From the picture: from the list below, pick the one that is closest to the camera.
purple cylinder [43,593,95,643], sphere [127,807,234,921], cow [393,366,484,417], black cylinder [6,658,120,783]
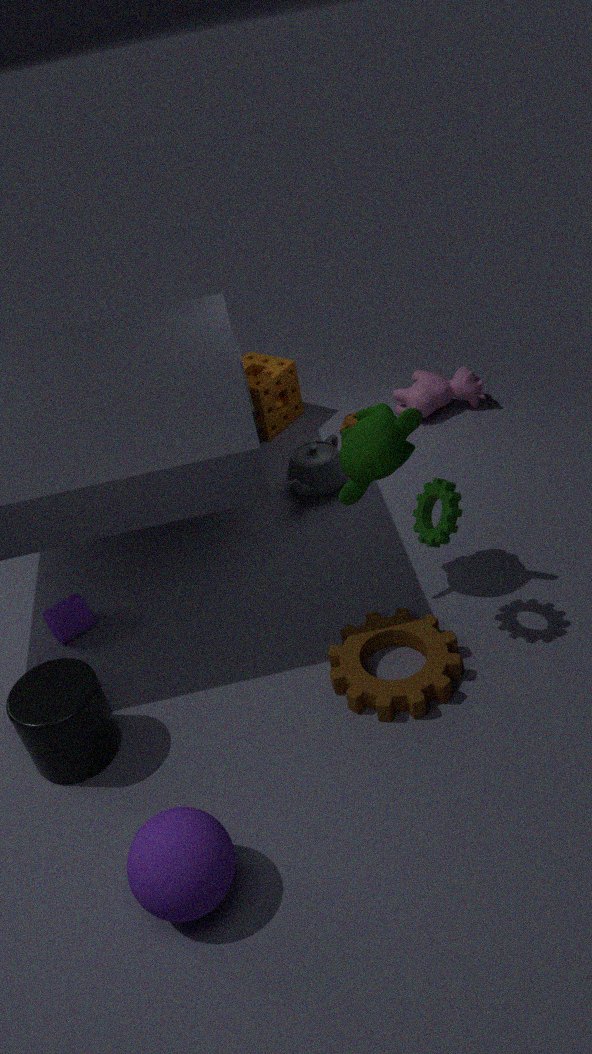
sphere [127,807,234,921]
